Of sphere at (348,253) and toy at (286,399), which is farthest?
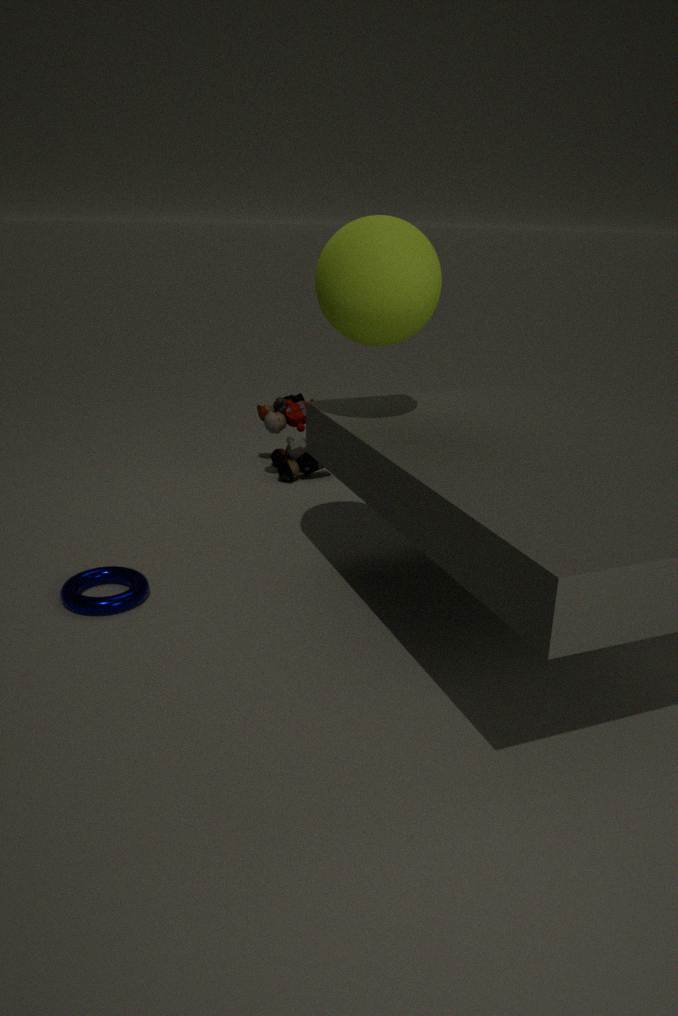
toy at (286,399)
